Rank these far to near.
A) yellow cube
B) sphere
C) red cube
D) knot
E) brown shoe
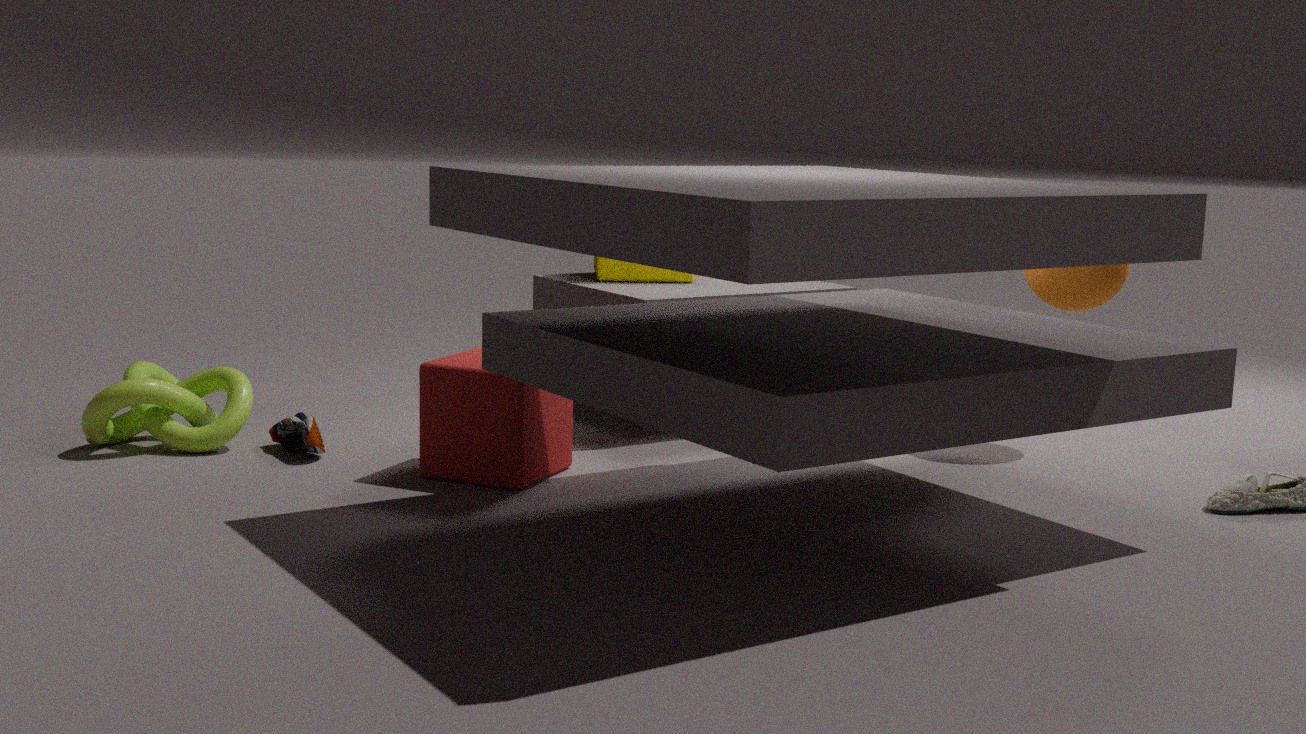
1. yellow cube
2. sphere
3. brown shoe
4. knot
5. red cube
